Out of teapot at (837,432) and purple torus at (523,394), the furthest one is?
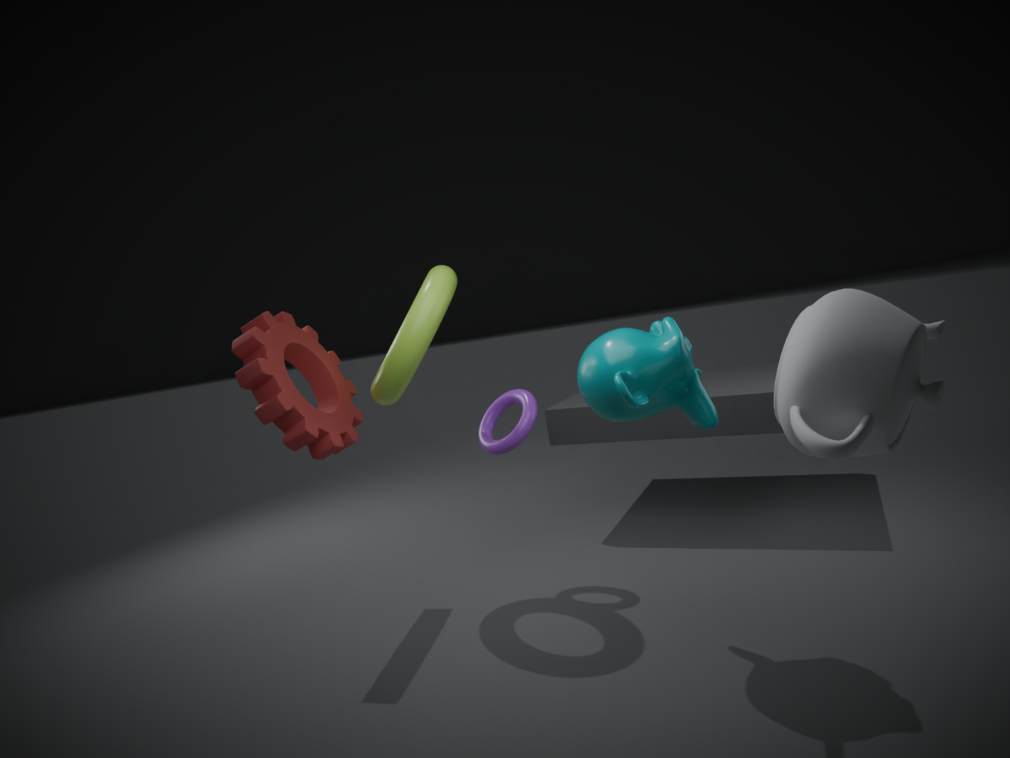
purple torus at (523,394)
